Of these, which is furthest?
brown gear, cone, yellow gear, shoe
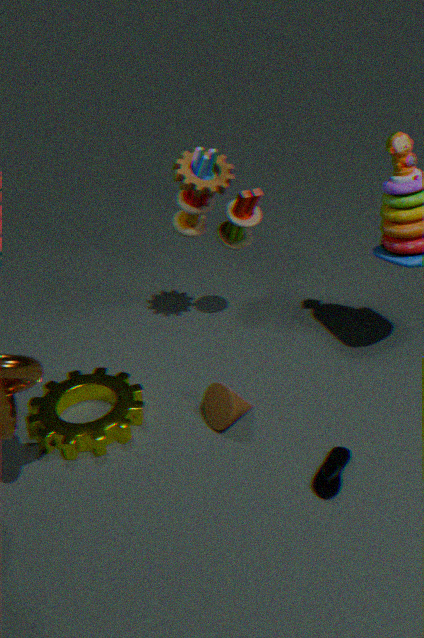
brown gear
